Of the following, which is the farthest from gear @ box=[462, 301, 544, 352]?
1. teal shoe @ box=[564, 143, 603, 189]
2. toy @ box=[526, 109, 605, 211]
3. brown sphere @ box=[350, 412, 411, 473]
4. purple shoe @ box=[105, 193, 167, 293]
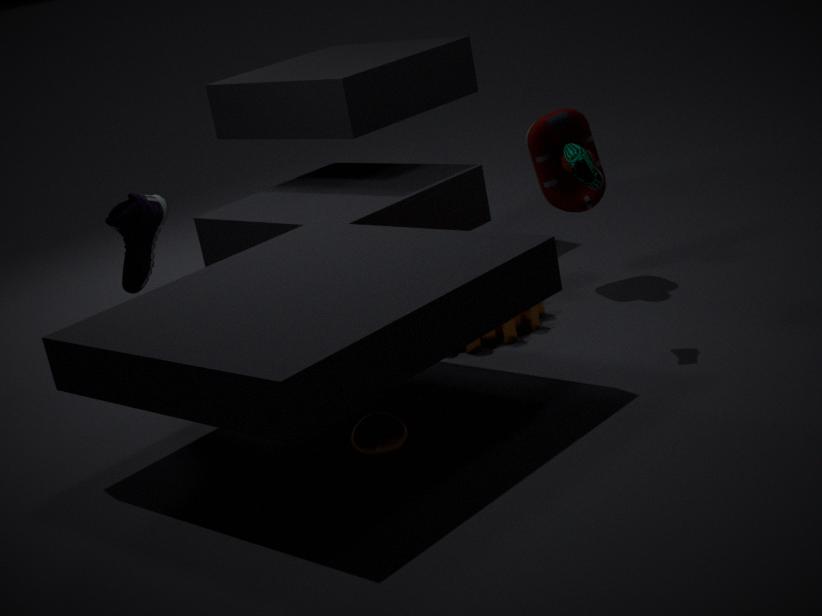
purple shoe @ box=[105, 193, 167, 293]
